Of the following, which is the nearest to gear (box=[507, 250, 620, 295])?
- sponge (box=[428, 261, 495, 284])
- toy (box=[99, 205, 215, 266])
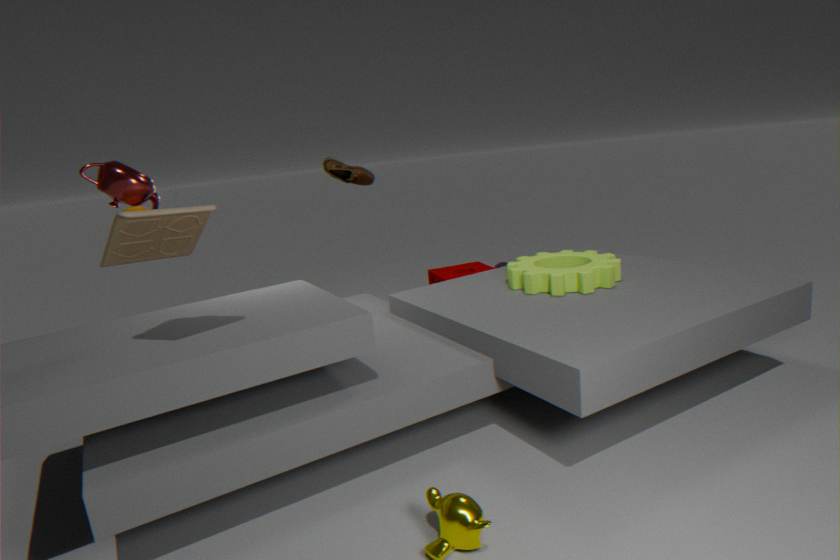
sponge (box=[428, 261, 495, 284])
